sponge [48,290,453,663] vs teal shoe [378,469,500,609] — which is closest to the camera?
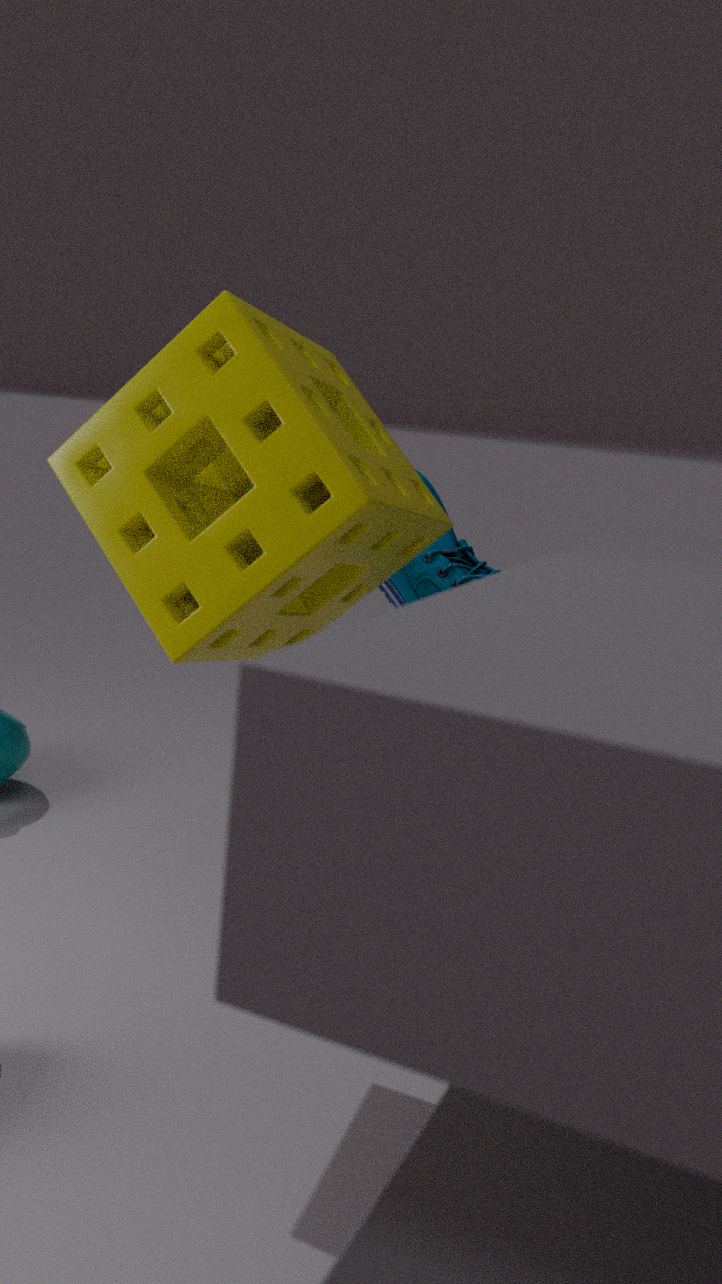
sponge [48,290,453,663]
